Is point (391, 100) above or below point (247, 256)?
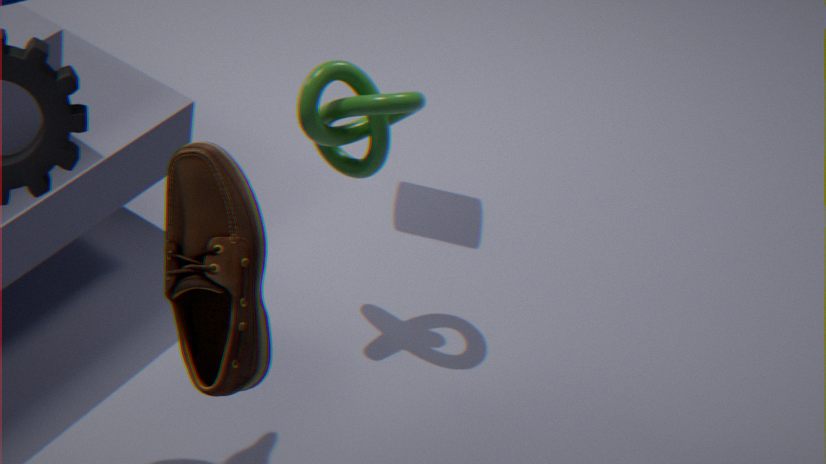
below
